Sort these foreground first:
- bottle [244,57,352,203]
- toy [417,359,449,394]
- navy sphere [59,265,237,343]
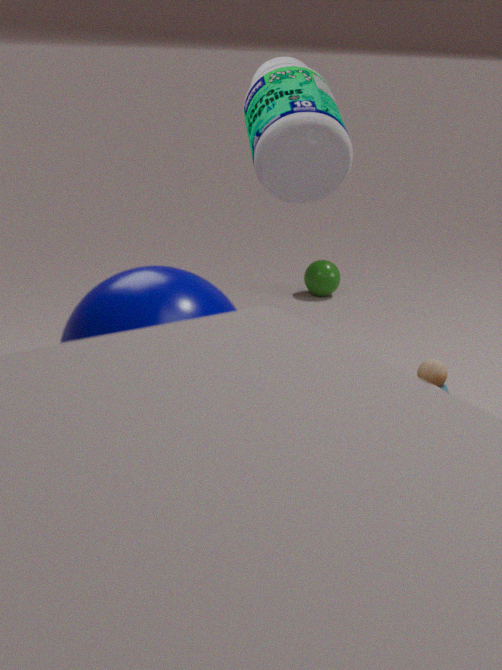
navy sphere [59,265,237,343]
bottle [244,57,352,203]
toy [417,359,449,394]
